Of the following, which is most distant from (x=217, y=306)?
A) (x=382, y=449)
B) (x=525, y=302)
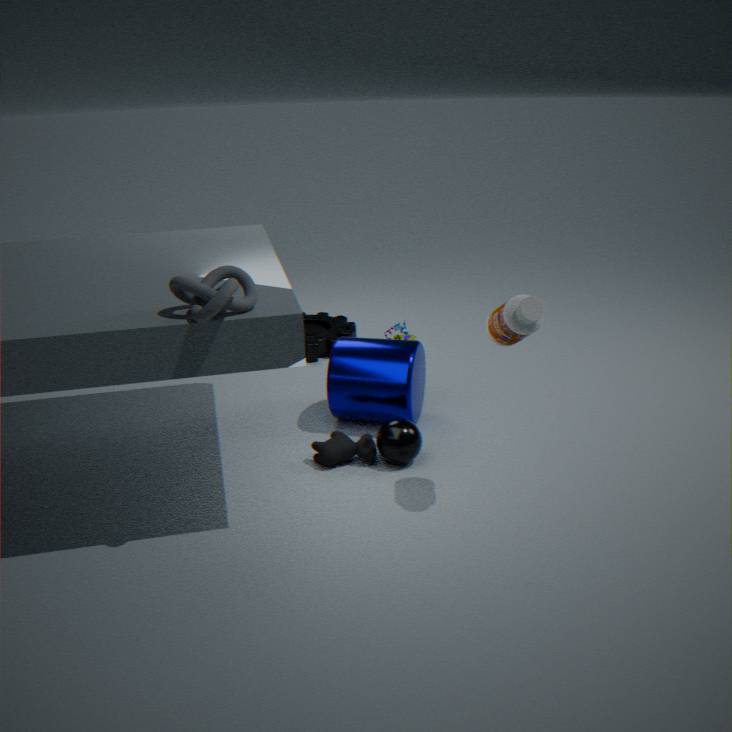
(x=382, y=449)
